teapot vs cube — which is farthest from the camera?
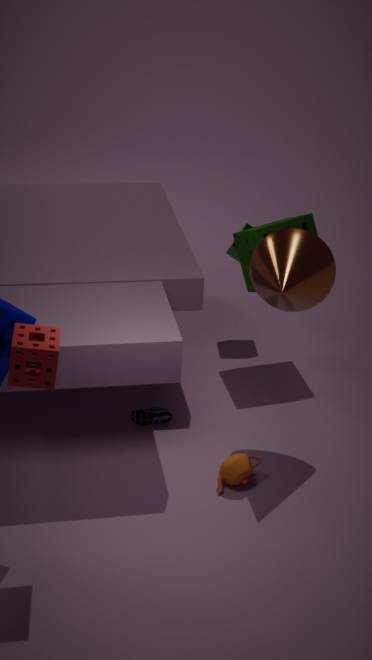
cube
